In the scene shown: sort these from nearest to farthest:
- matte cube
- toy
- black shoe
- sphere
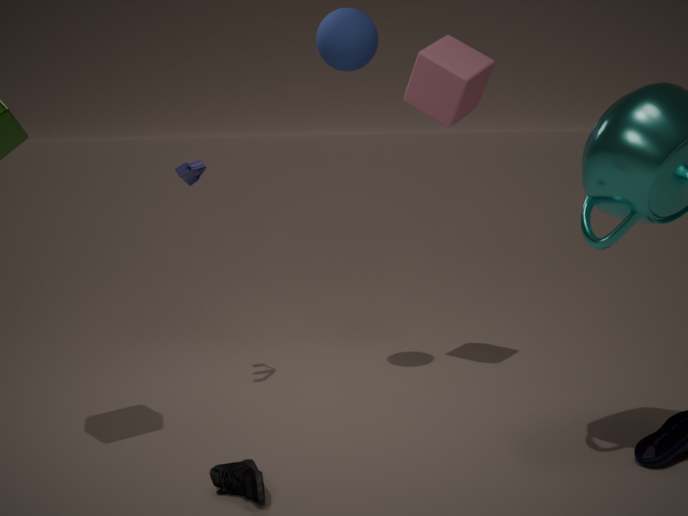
black shoe < sphere < toy < matte cube
